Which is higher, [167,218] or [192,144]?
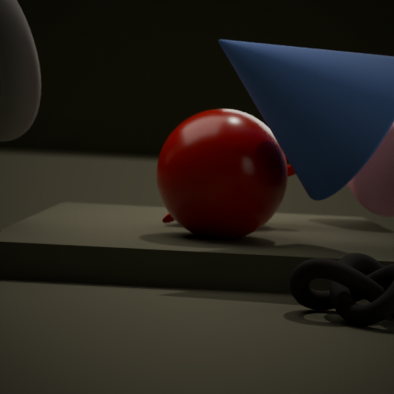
[192,144]
